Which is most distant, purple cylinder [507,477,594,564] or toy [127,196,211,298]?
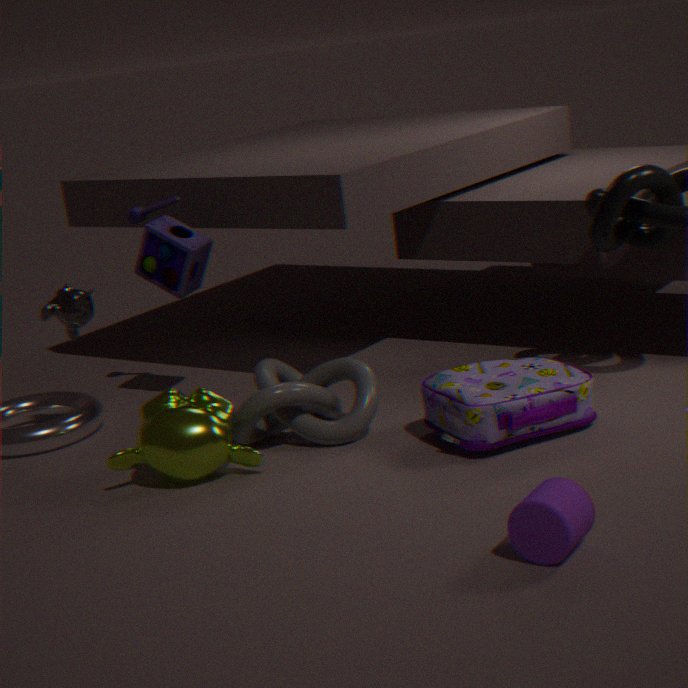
toy [127,196,211,298]
